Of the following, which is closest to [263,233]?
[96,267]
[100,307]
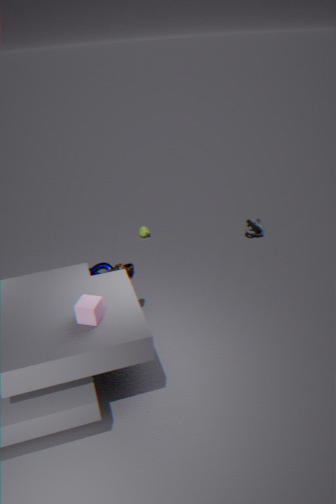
[96,267]
